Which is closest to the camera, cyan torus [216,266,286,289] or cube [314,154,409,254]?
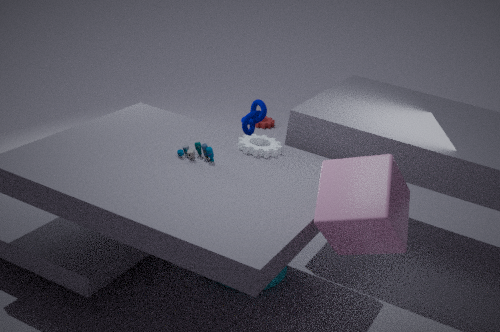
cube [314,154,409,254]
